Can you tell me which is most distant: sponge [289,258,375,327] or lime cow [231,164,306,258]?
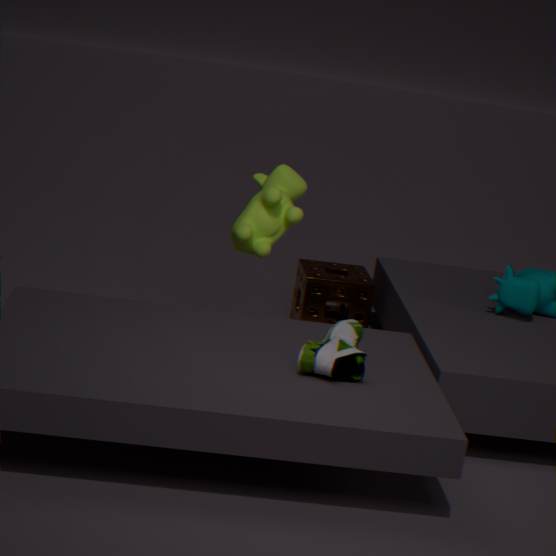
sponge [289,258,375,327]
